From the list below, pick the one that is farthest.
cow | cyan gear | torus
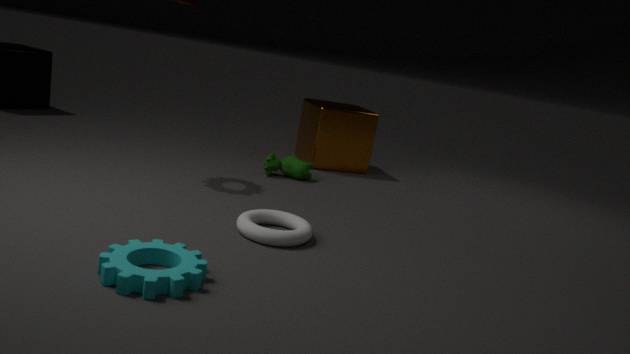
cow
